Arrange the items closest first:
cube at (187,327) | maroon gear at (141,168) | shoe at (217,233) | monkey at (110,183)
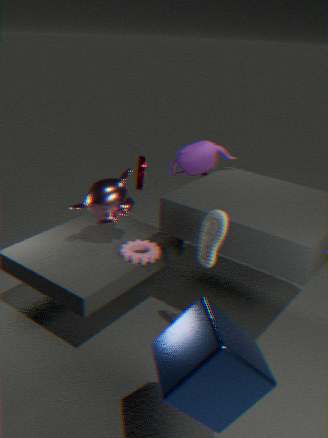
cube at (187,327), shoe at (217,233), monkey at (110,183), maroon gear at (141,168)
